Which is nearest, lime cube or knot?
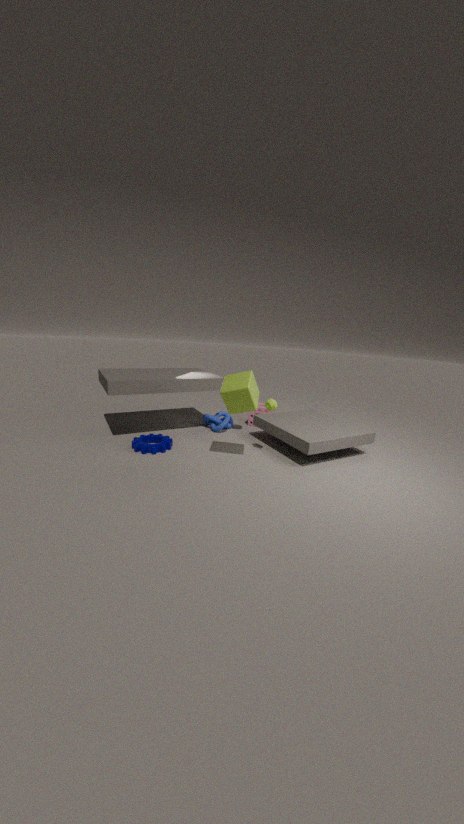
lime cube
